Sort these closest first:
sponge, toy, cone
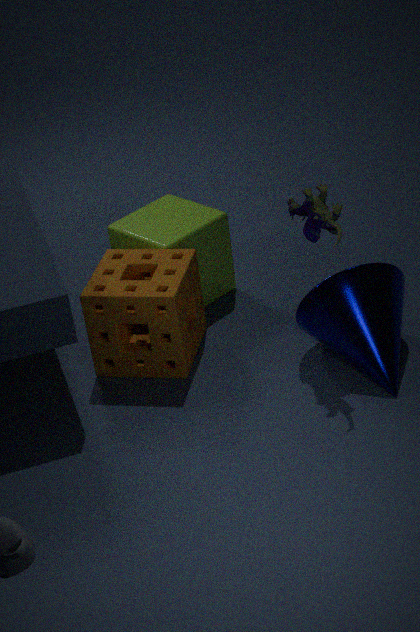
toy
cone
sponge
